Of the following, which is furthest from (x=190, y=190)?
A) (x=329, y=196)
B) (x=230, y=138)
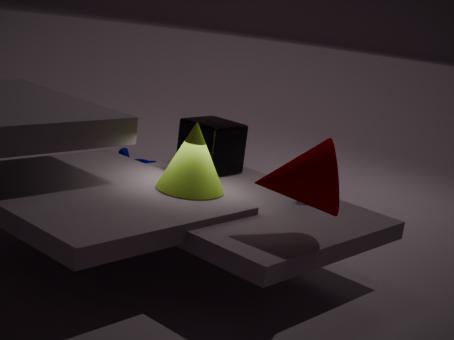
(x=329, y=196)
